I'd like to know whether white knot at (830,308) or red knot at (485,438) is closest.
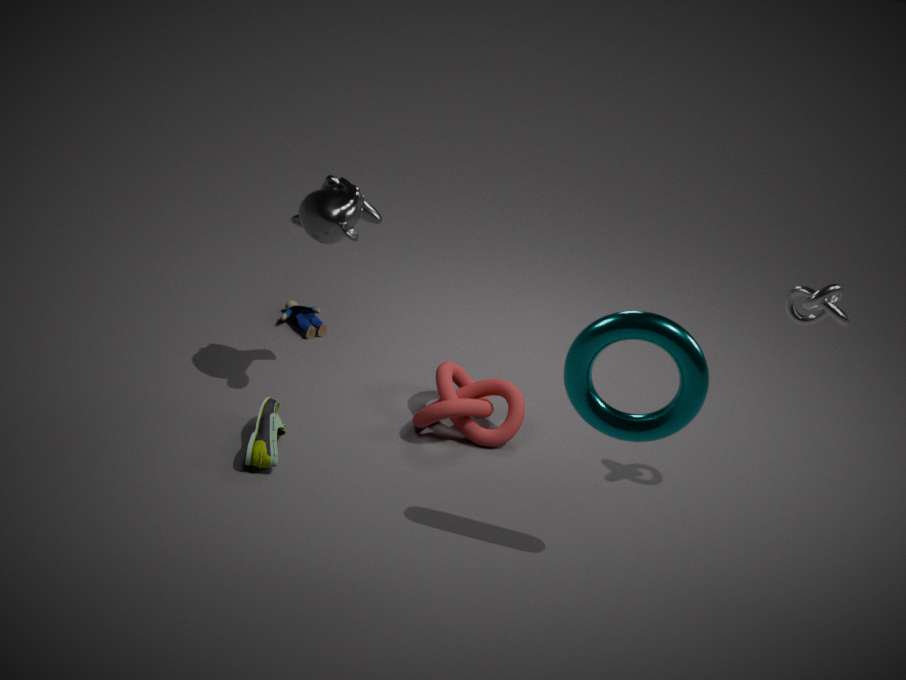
white knot at (830,308)
